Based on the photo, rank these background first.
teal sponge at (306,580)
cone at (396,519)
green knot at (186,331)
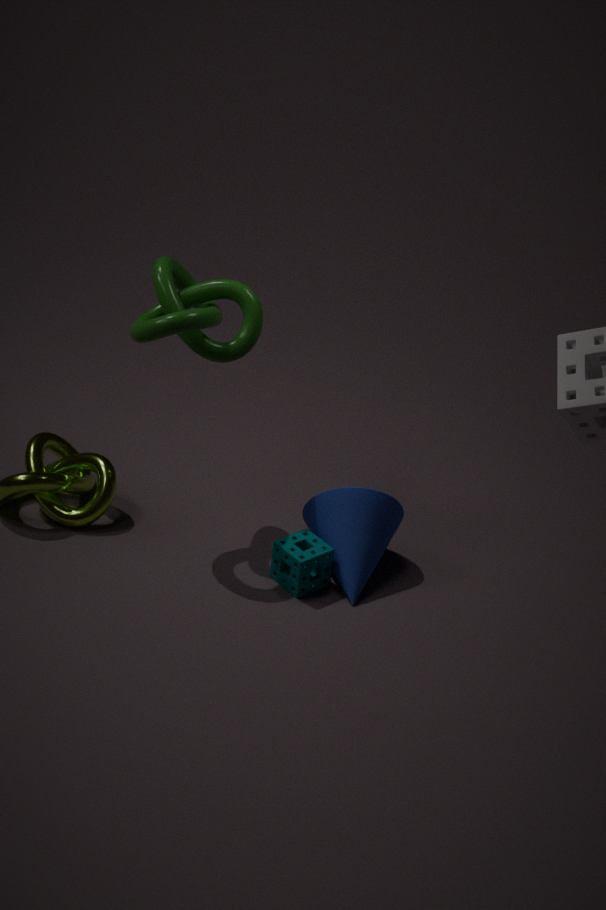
1. cone at (396,519)
2. teal sponge at (306,580)
3. green knot at (186,331)
